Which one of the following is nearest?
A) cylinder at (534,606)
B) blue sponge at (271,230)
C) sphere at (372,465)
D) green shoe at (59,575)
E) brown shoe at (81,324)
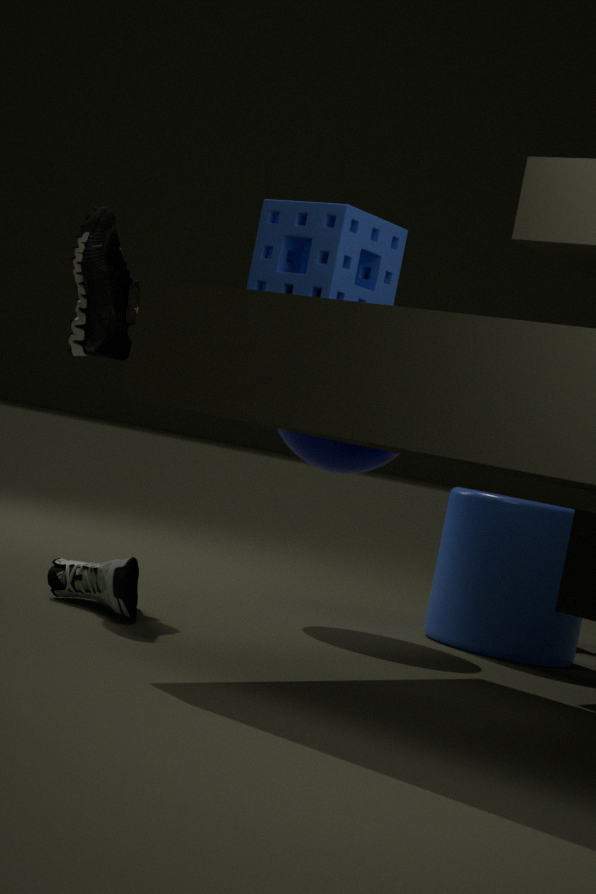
blue sponge at (271,230)
